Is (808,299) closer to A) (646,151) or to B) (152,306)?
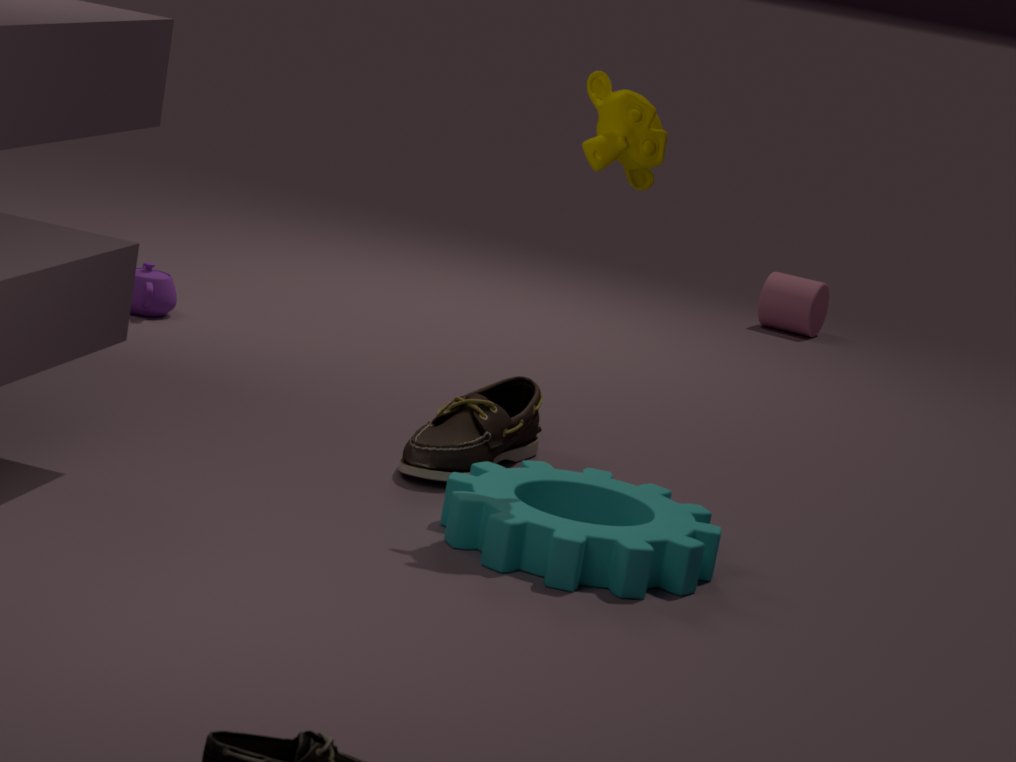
B) (152,306)
